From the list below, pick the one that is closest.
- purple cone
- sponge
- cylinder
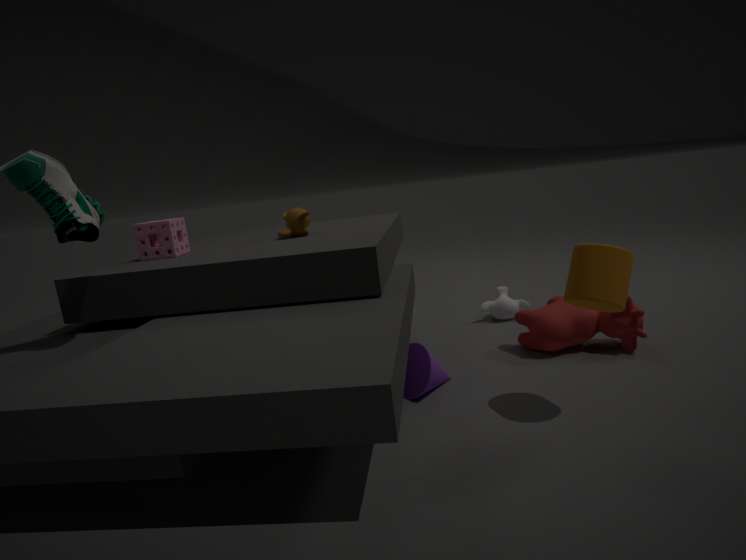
cylinder
